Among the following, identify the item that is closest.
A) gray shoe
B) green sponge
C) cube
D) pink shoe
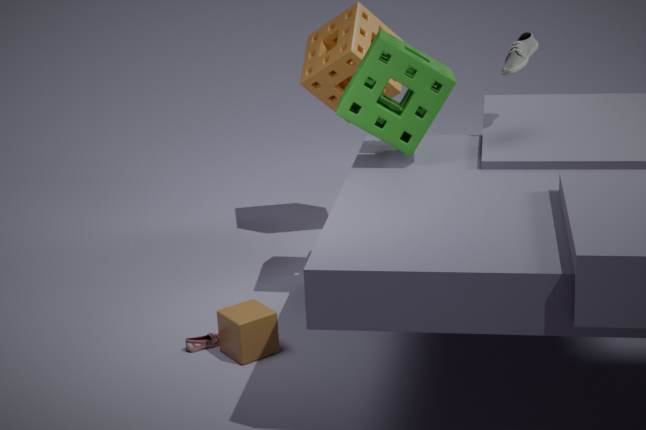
cube
